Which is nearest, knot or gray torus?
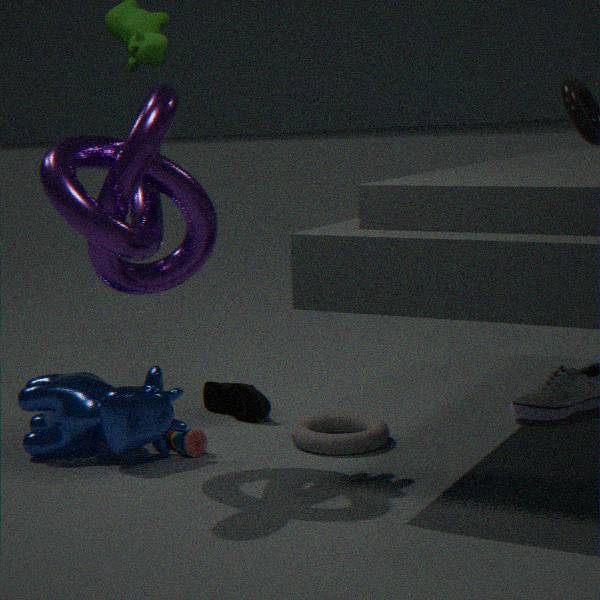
knot
